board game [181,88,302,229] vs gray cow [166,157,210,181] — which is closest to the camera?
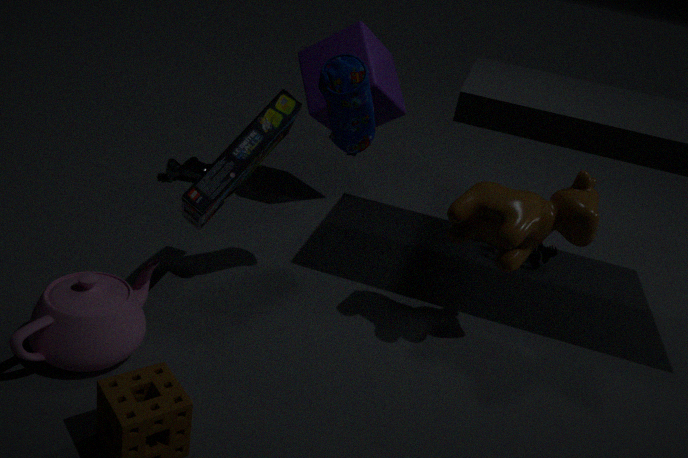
board game [181,88,302,229]
